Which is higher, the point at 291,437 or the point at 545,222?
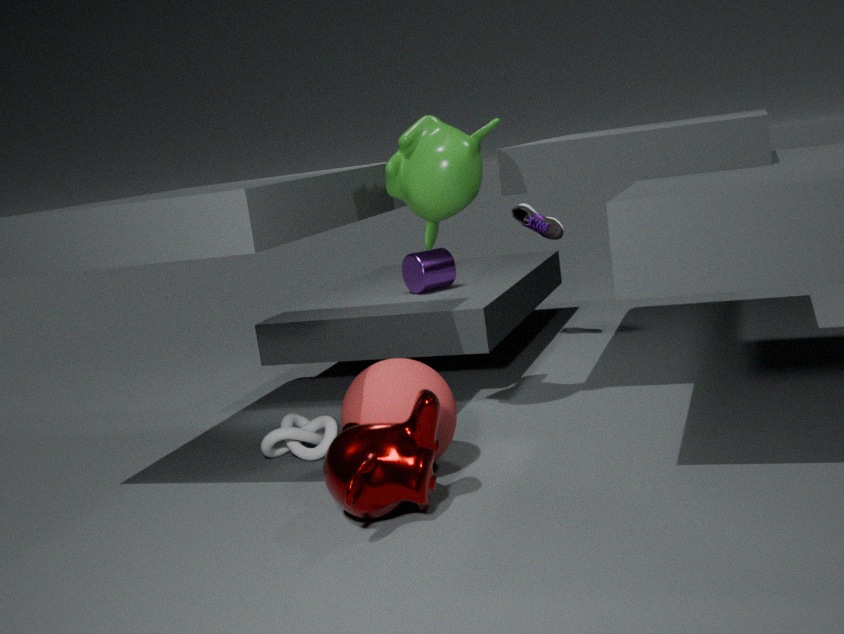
the point at 545,222
